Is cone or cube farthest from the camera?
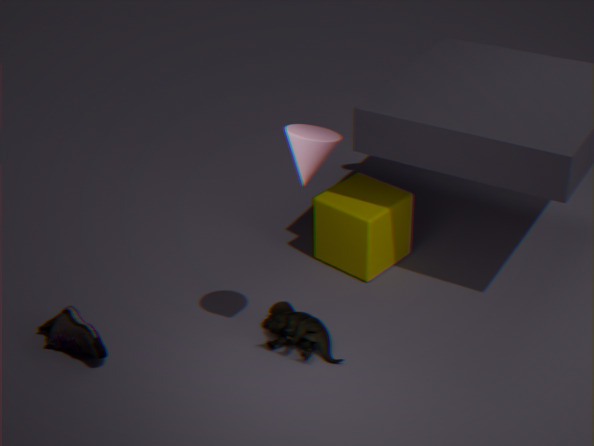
cube
